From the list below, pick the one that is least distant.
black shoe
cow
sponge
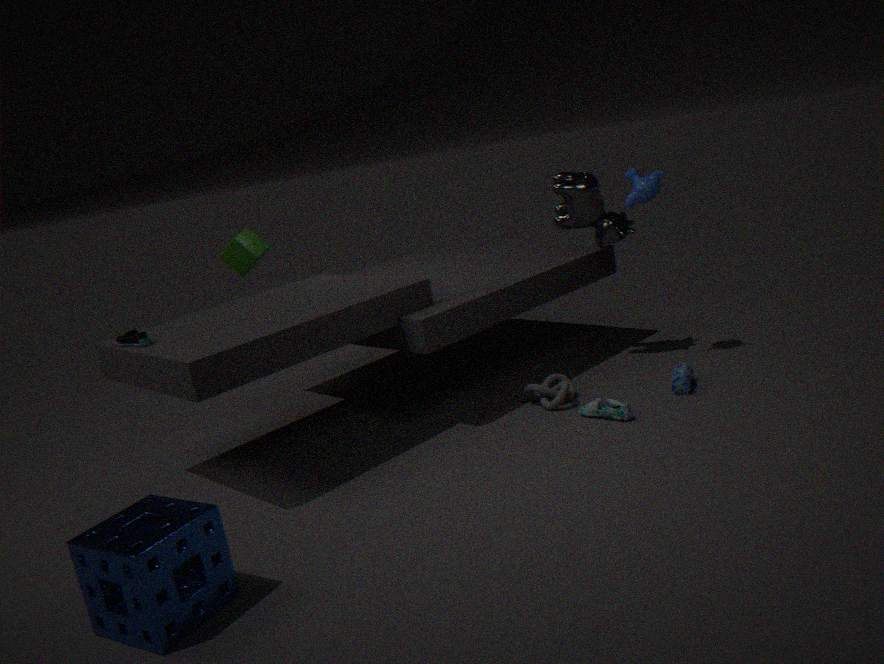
sponge
